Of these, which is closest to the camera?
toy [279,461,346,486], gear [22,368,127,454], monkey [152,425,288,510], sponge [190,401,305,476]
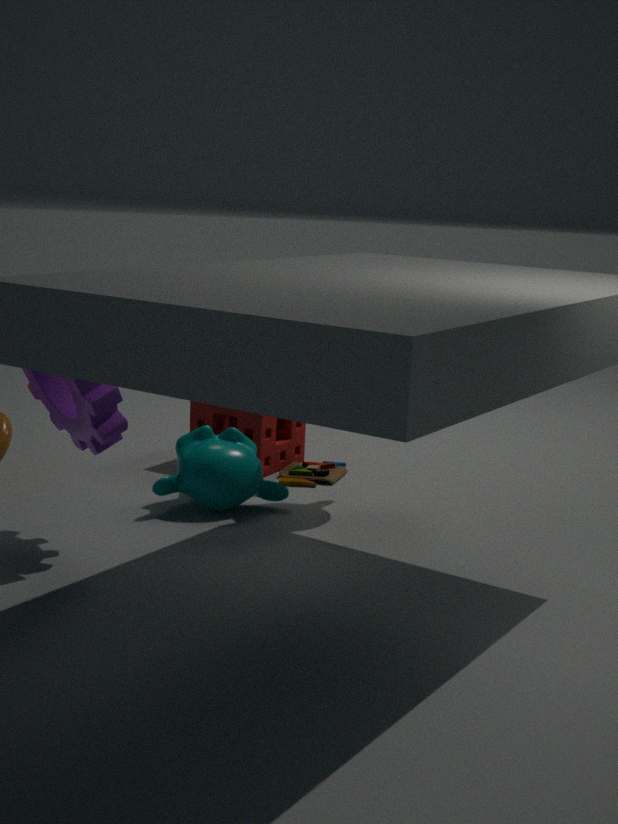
gear [22,368,127,454]
